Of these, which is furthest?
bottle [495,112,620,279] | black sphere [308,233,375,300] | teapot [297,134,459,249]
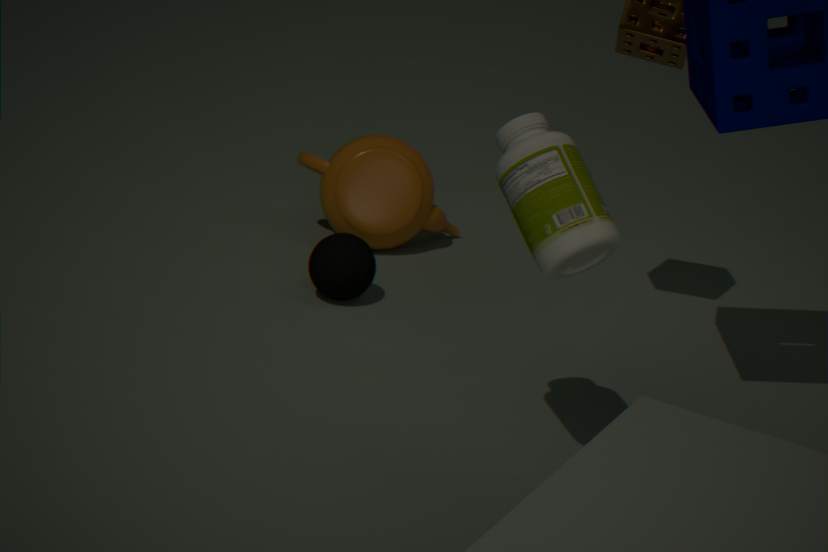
teapot [297,134,459,249]
